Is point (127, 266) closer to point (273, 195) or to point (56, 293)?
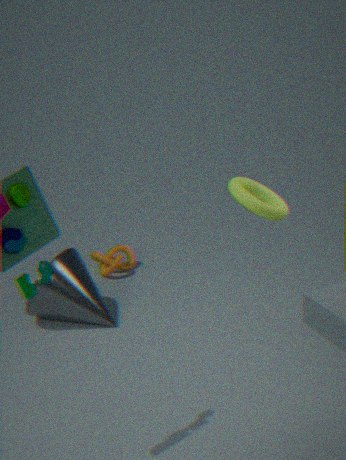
point (56, 293)
